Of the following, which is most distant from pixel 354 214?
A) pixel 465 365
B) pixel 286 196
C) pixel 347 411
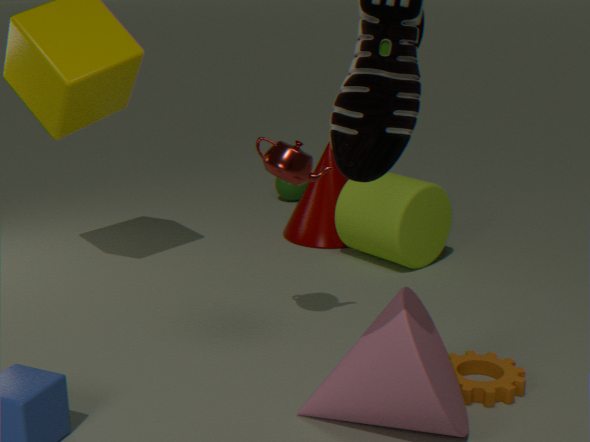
pixel 347 411
